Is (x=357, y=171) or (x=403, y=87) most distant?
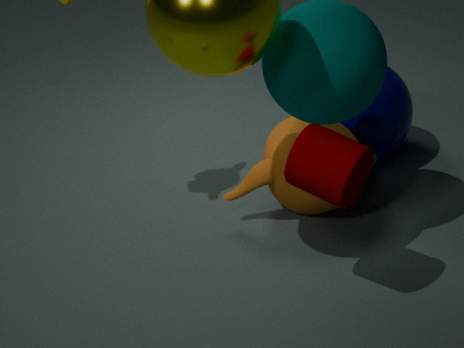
(x=403, y=87)
